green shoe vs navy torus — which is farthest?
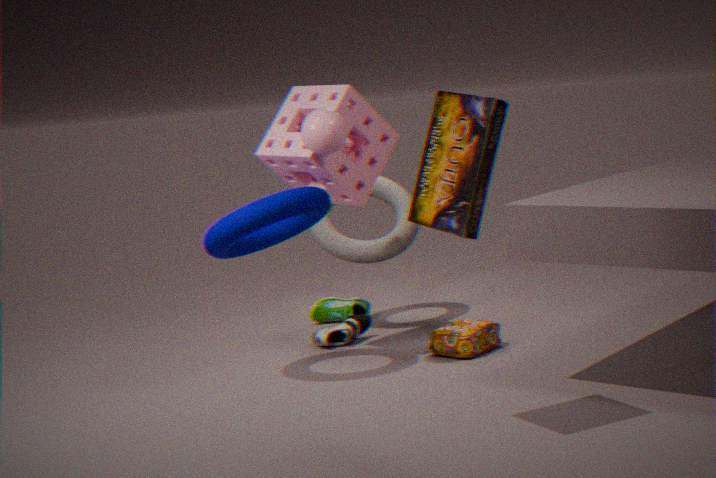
green shoe
